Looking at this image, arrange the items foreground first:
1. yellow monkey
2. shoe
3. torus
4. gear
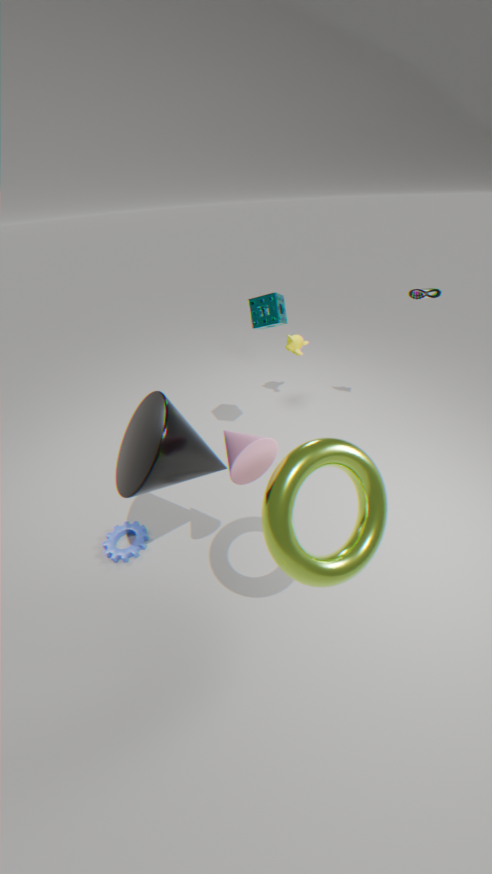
torus → gear → shoe → yellow monkey
